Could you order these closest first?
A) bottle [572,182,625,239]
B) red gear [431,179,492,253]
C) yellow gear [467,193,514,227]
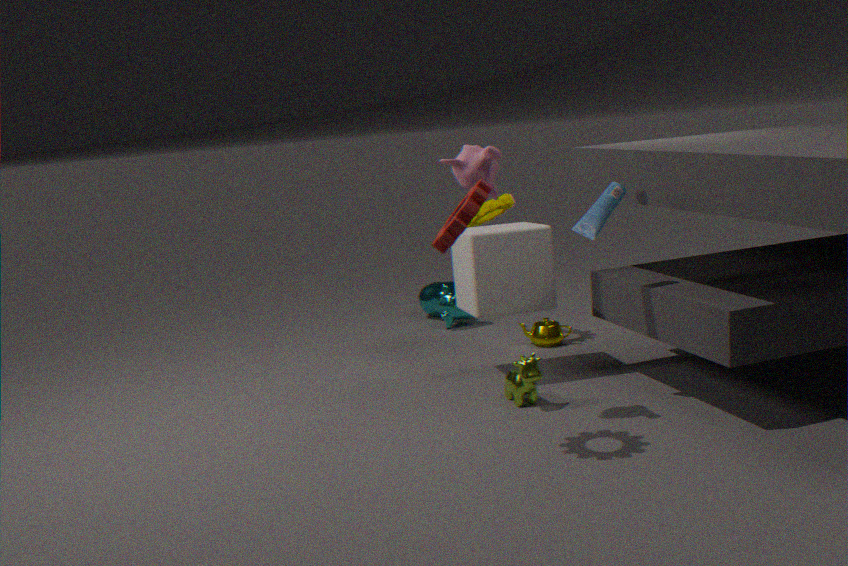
red gear [431,179,492,253] < bottle [572,182,625,239] < yellow gear [467,193,514,227]
